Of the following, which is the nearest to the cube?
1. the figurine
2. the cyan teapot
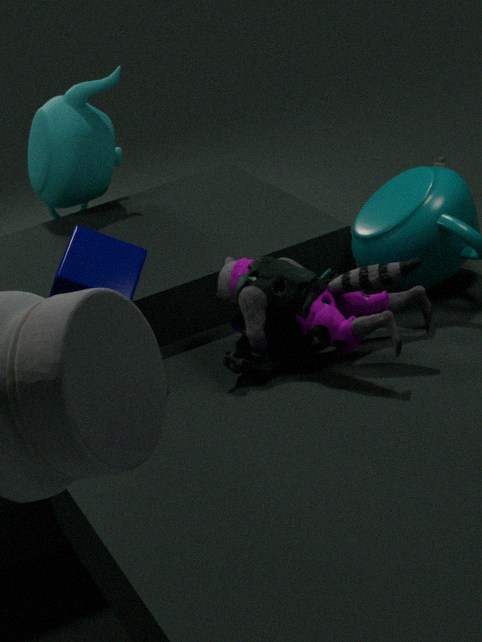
the figurine
